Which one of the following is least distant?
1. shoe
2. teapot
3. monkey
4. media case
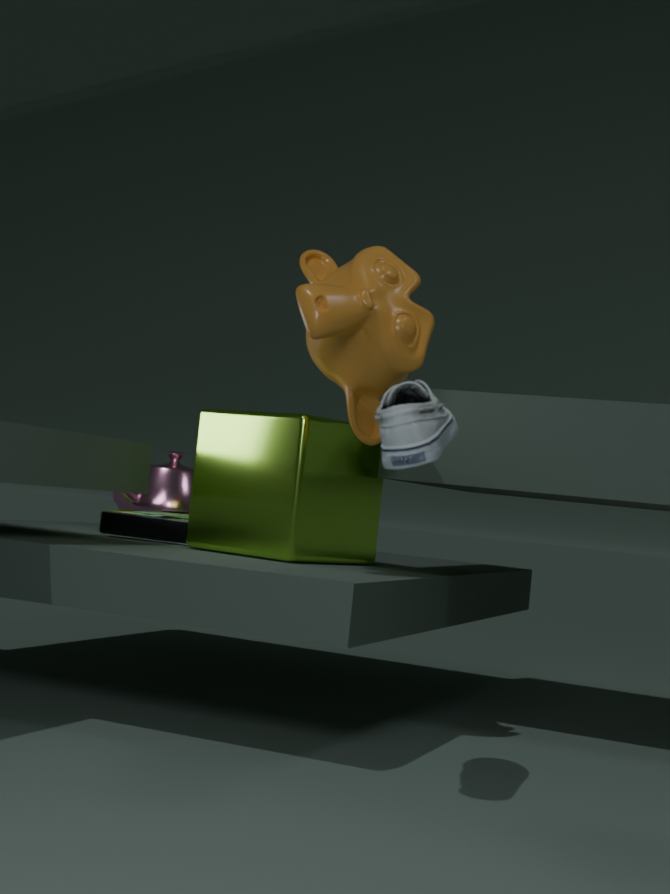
shoe
